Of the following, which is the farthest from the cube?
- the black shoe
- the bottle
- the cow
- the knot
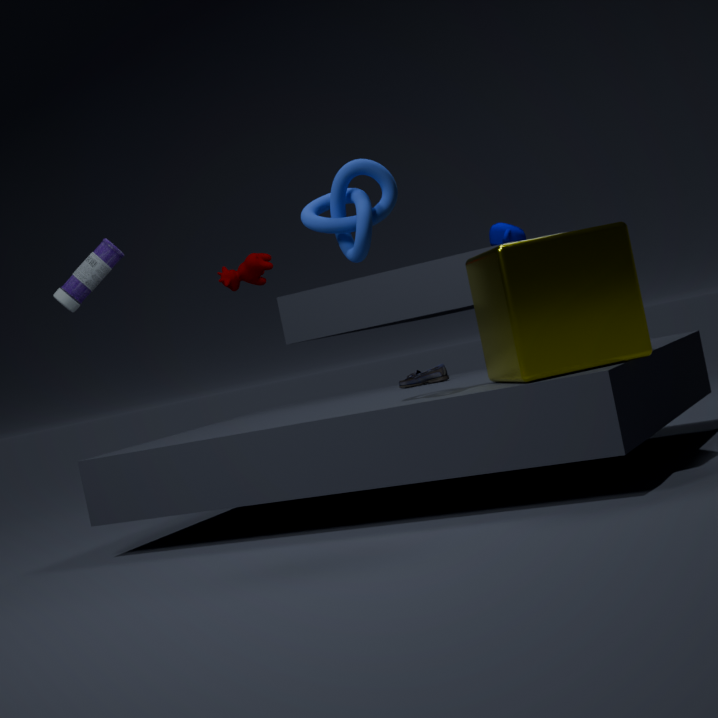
the cow
